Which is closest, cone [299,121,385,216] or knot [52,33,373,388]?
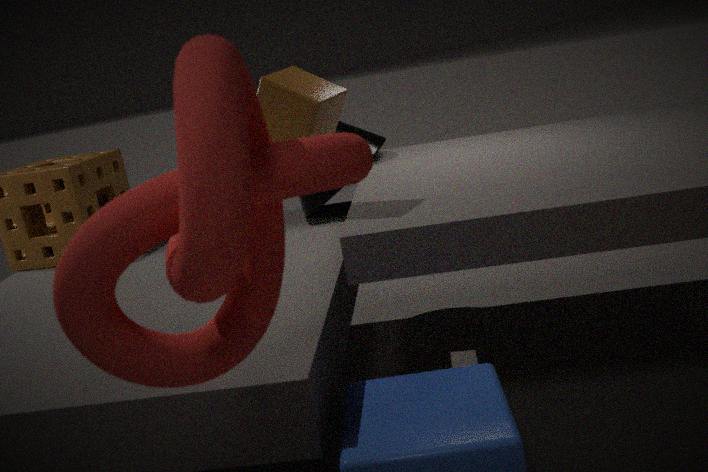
knot [52,33,373,388]
